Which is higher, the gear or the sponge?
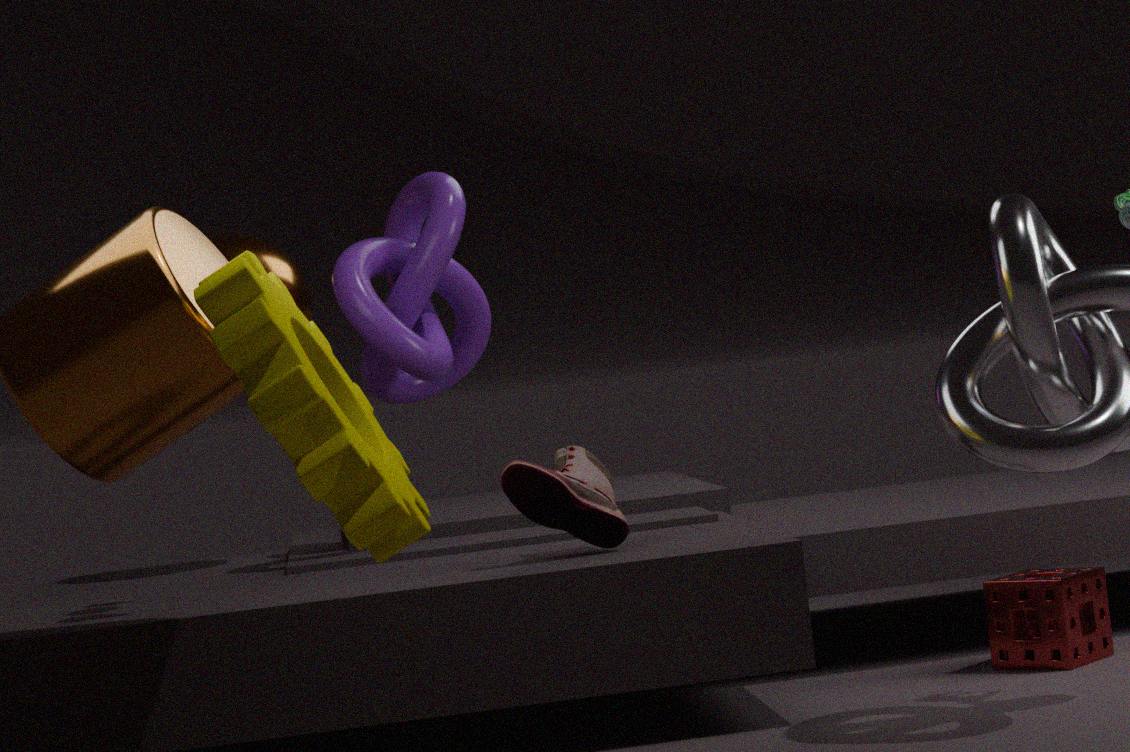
the gear
